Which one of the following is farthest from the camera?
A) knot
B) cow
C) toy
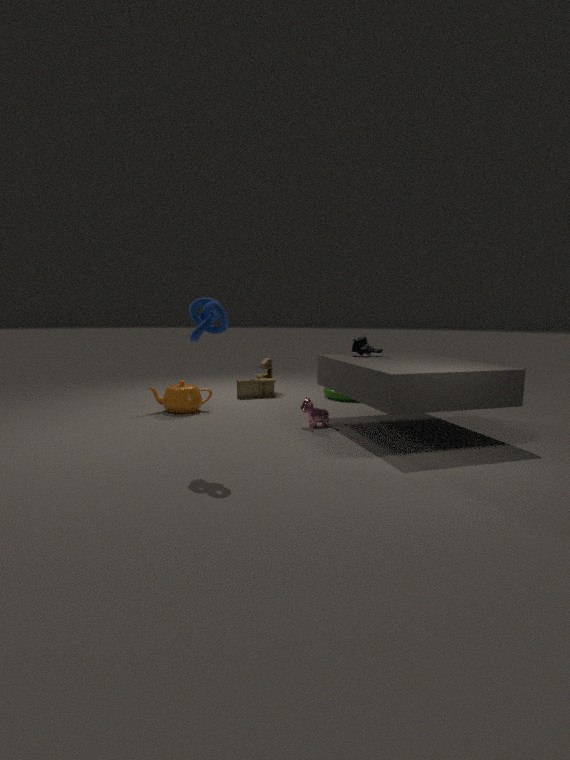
toy
